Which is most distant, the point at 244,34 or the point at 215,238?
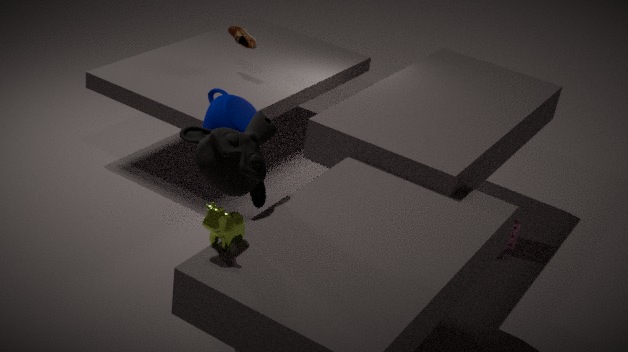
the point at 244,34
